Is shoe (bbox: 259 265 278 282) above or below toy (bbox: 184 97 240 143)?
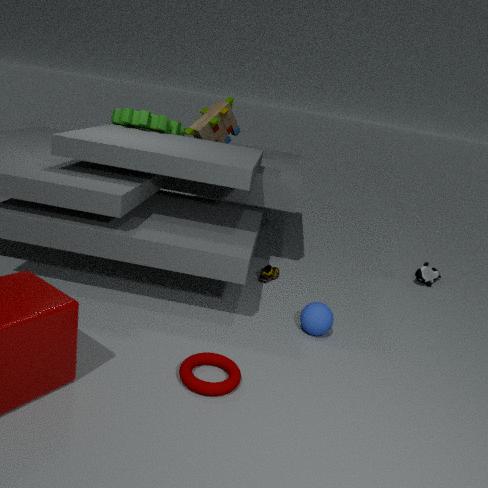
below
